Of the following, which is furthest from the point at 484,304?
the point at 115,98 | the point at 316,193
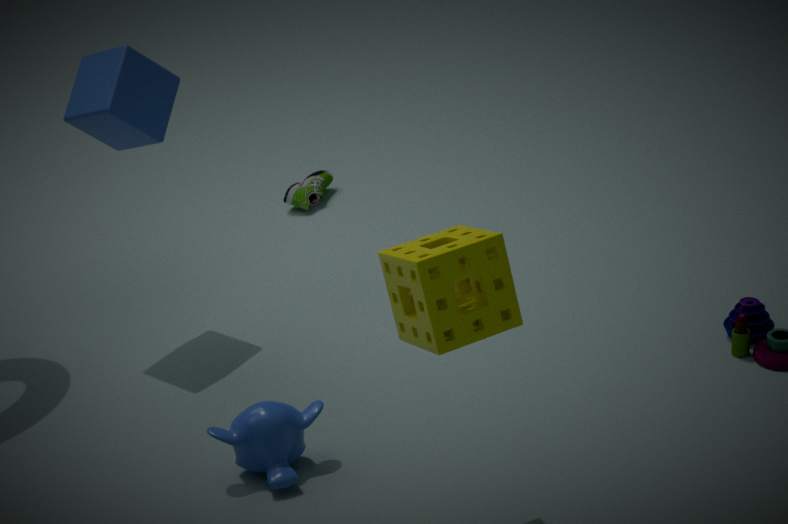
the point at 316,193
